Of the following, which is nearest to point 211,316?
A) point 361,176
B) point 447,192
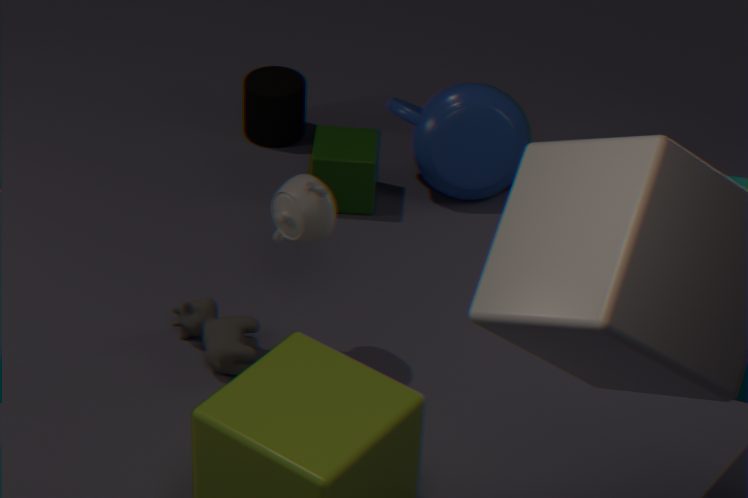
point 361,176
